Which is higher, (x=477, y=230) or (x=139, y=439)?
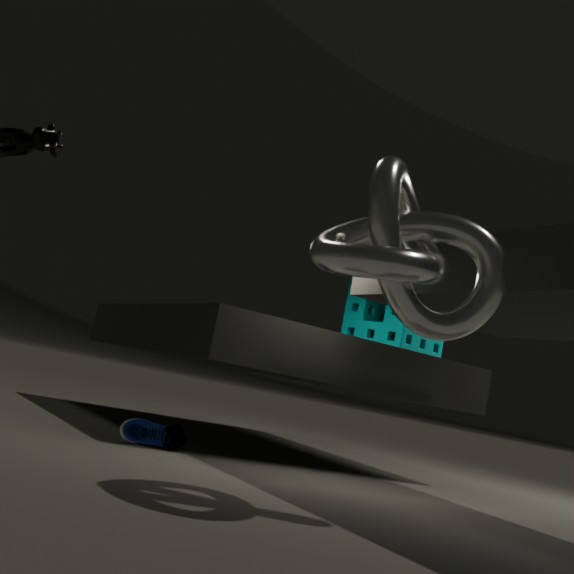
(x=477, y=230)
